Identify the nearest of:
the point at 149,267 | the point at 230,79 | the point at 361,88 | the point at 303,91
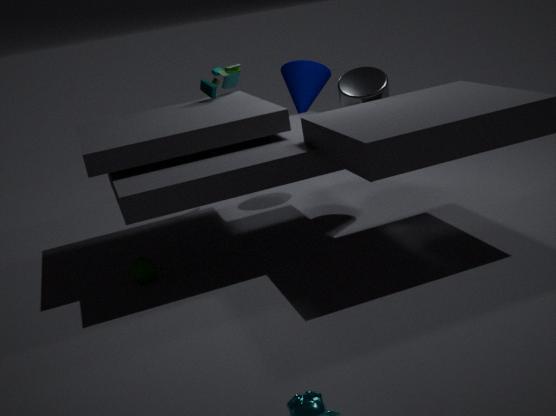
the point at 149,267
